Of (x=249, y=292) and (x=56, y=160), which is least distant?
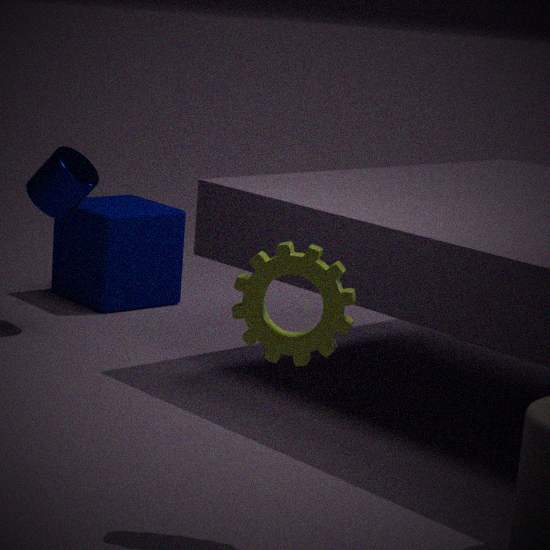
(x=249, y=292)
